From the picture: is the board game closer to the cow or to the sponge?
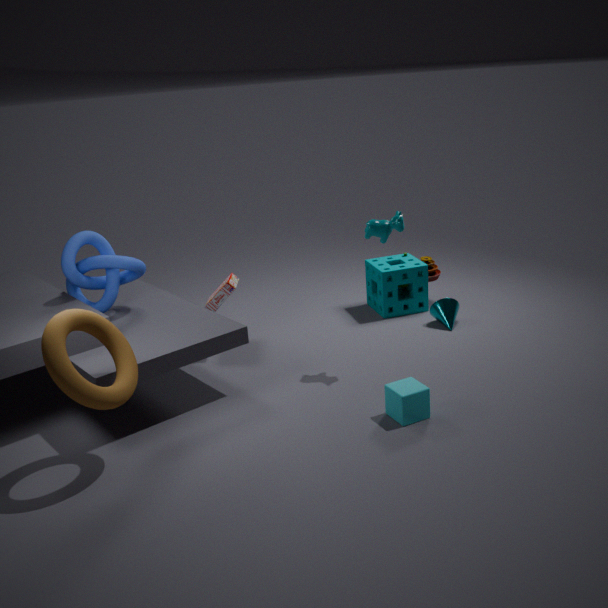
the cow
